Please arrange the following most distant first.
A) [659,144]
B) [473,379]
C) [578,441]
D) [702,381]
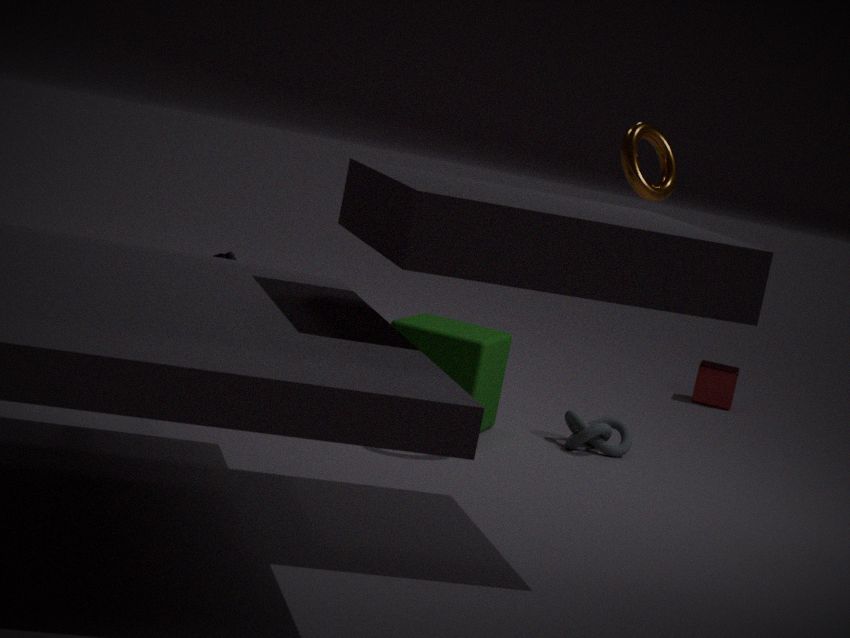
1. [702,381]
2. [578,441]
3. [473,379]
4. [659,144]
